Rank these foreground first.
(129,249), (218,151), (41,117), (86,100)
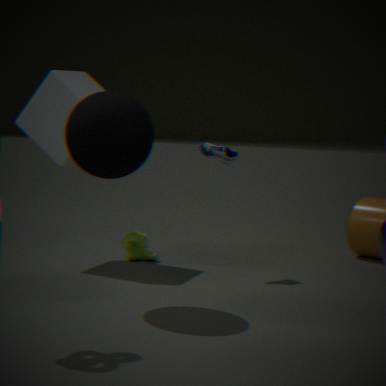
(86,100), (218,151), (41,117), (129,249)
